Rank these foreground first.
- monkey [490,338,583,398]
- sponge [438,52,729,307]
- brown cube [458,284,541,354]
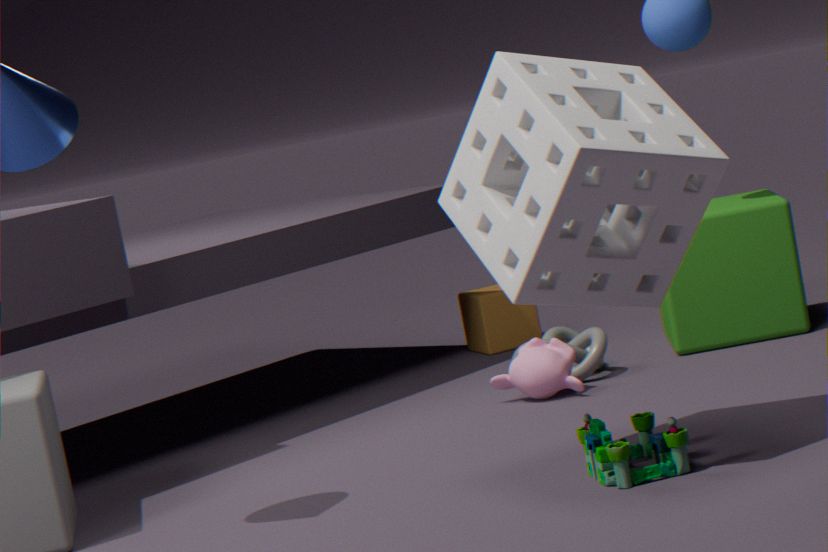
sponge [438,52,729,307]
monkey [490,338,583,398]
brown cube [458,284,541,354]
